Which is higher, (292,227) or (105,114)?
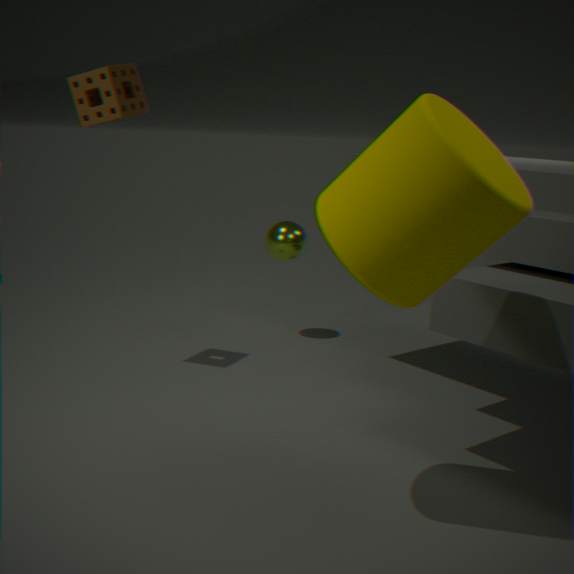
(105,114)
